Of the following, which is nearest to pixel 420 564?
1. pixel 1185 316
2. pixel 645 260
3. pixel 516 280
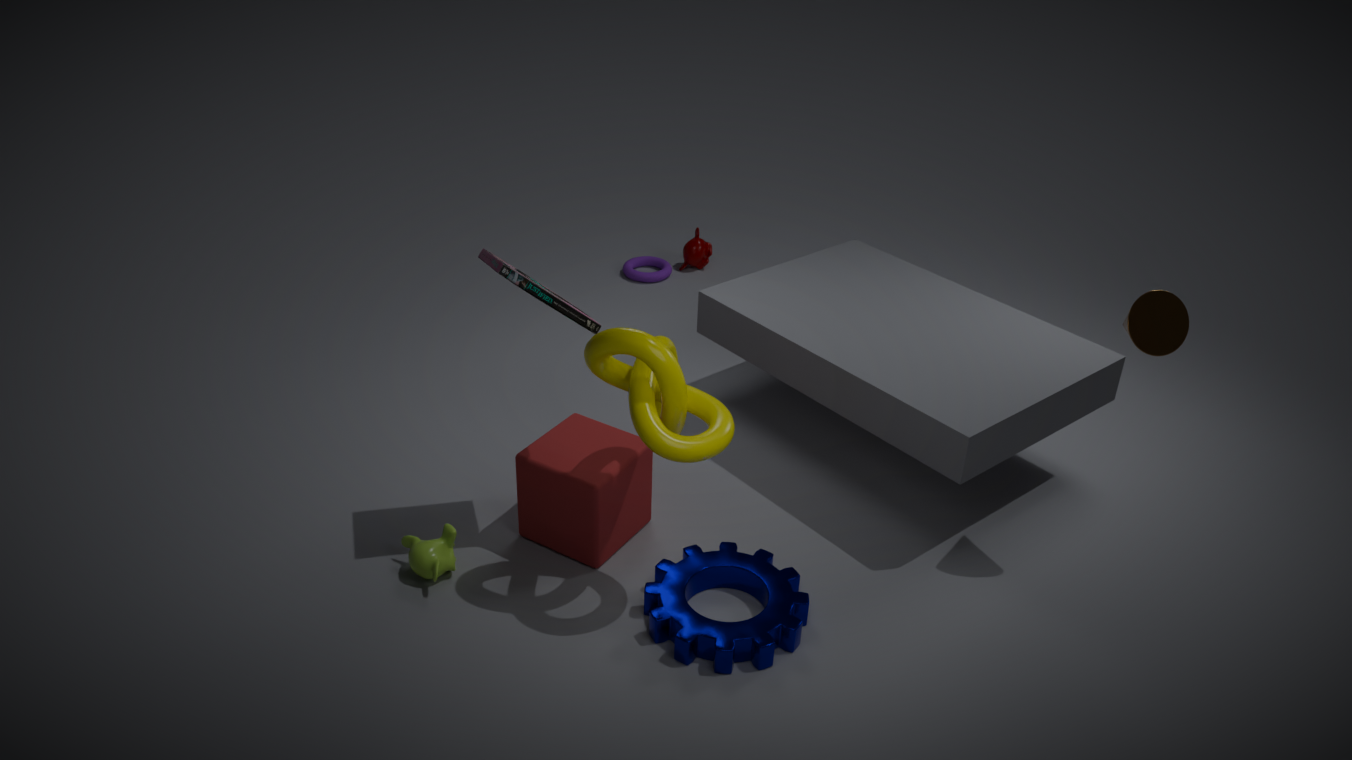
pixel 516 280
